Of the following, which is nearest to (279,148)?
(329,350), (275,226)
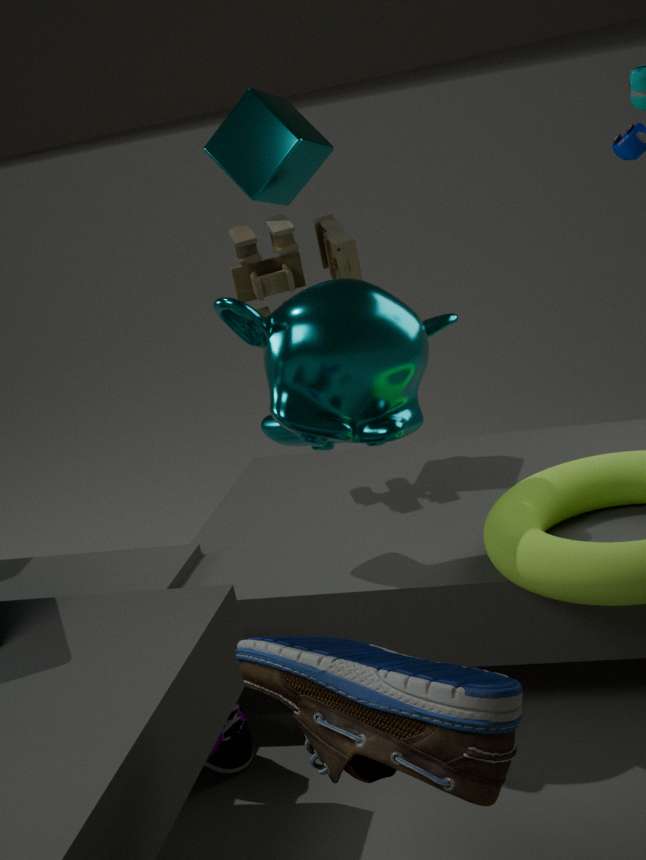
(275,226)
